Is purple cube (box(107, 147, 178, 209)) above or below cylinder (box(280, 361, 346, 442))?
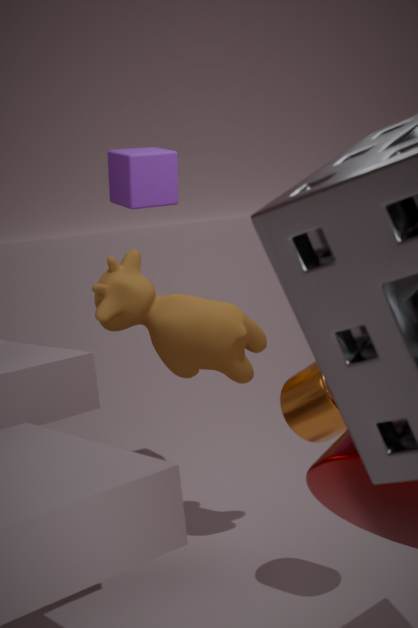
above
